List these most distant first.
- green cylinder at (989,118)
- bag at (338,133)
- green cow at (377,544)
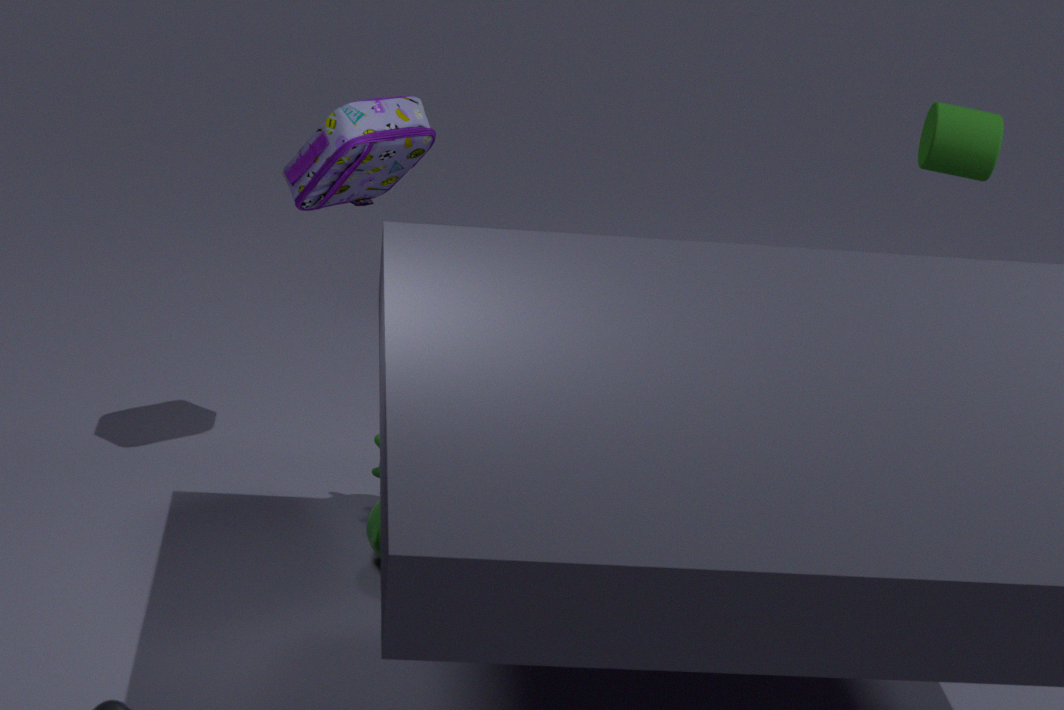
green cylinder at (989,118) → bag at (338,133) → green cow at (377,544)
